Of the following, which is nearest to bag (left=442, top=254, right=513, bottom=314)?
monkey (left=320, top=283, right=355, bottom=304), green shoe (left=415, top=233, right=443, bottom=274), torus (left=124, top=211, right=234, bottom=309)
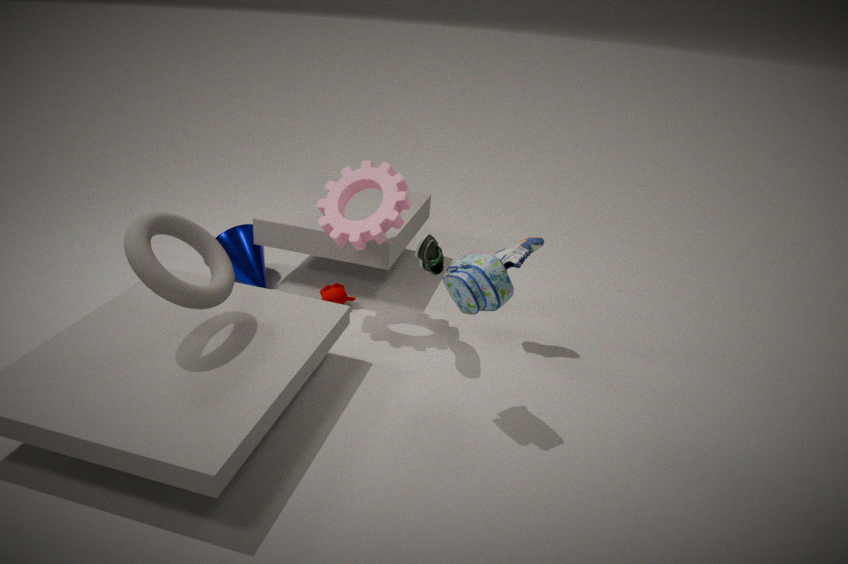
green shoe (left=415, top=233, right=443, bottom=274)
